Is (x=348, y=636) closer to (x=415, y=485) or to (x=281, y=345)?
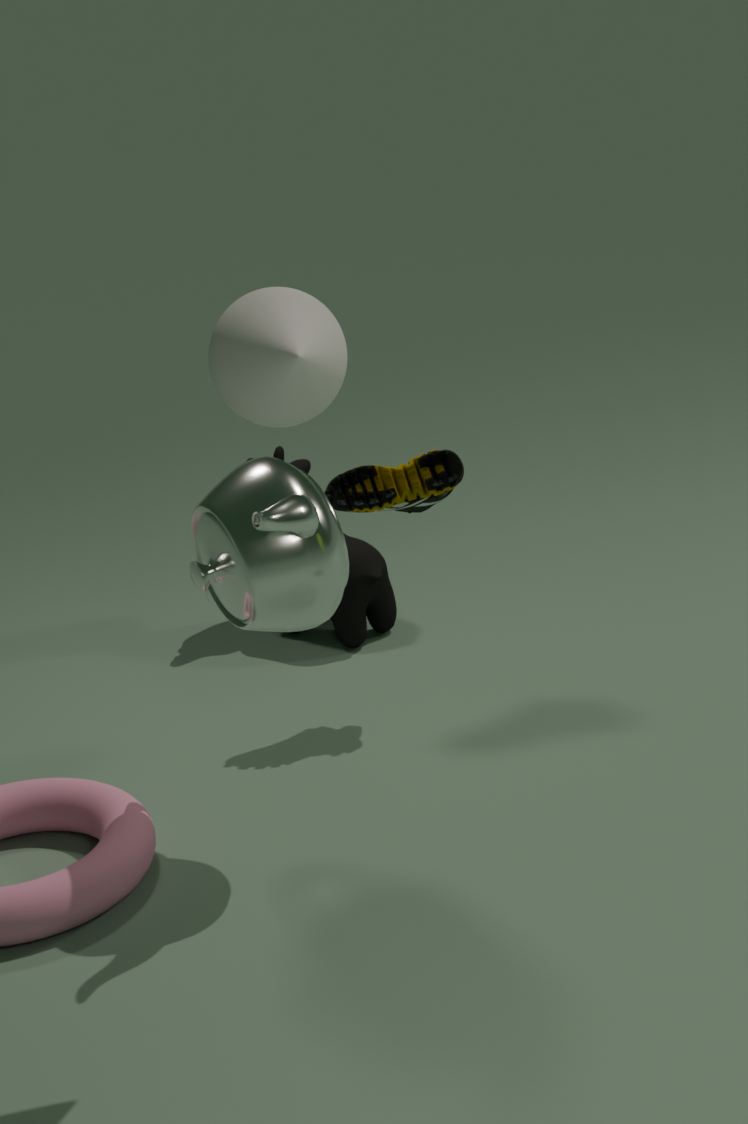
(x=415, y=485)
